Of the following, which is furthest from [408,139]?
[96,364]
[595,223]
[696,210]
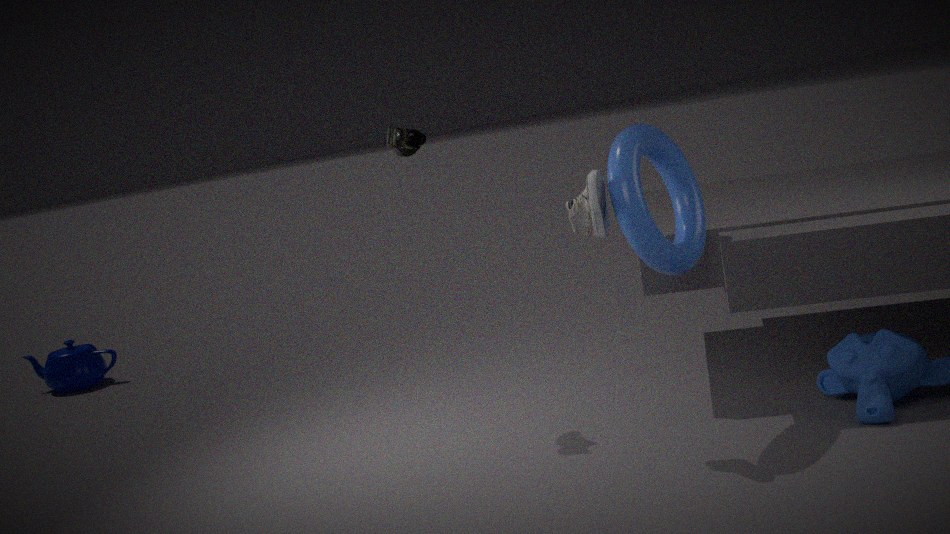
[96,364]
